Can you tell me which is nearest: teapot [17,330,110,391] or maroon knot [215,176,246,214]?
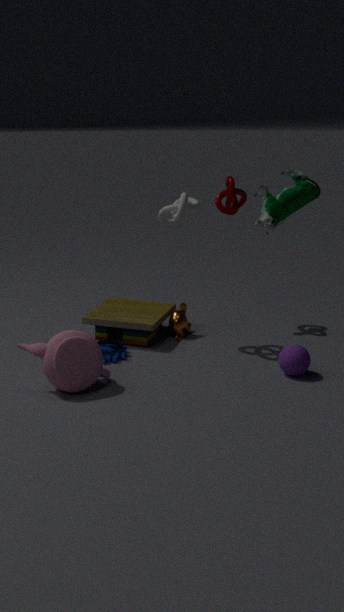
teapot [17,330,110,391]
